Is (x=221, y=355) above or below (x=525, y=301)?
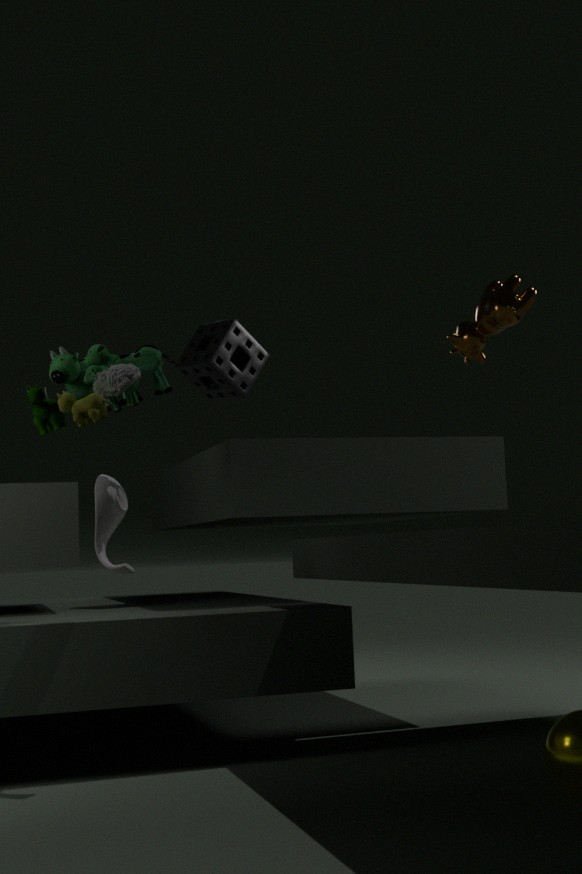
above
